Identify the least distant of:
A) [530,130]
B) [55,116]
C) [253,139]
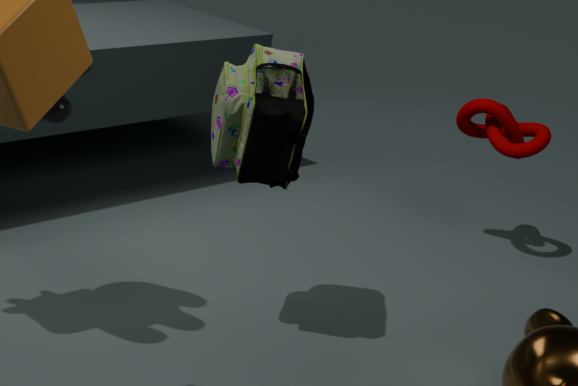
[55,116]
